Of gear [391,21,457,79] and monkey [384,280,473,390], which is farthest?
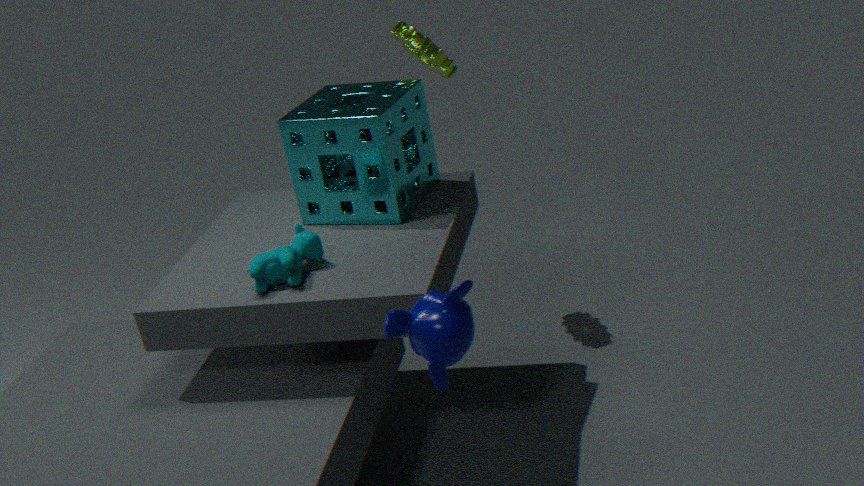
gear [391,21,457,79]
